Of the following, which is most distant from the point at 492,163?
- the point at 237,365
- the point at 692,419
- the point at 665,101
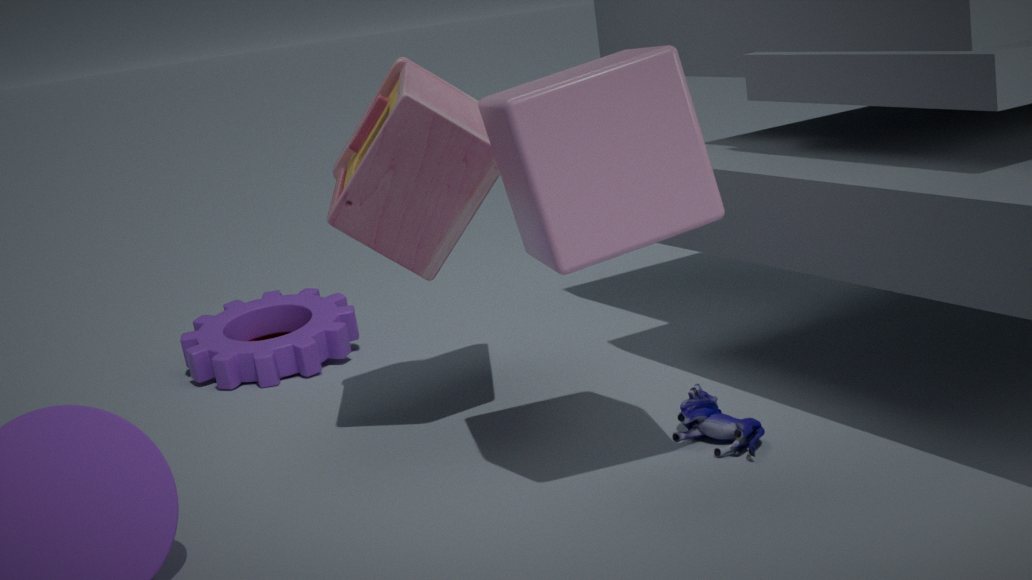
the point at 237,365
